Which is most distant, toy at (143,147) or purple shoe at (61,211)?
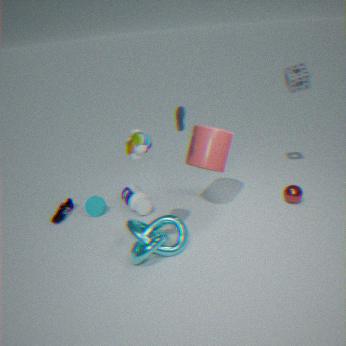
purple shoe at (61,211)
